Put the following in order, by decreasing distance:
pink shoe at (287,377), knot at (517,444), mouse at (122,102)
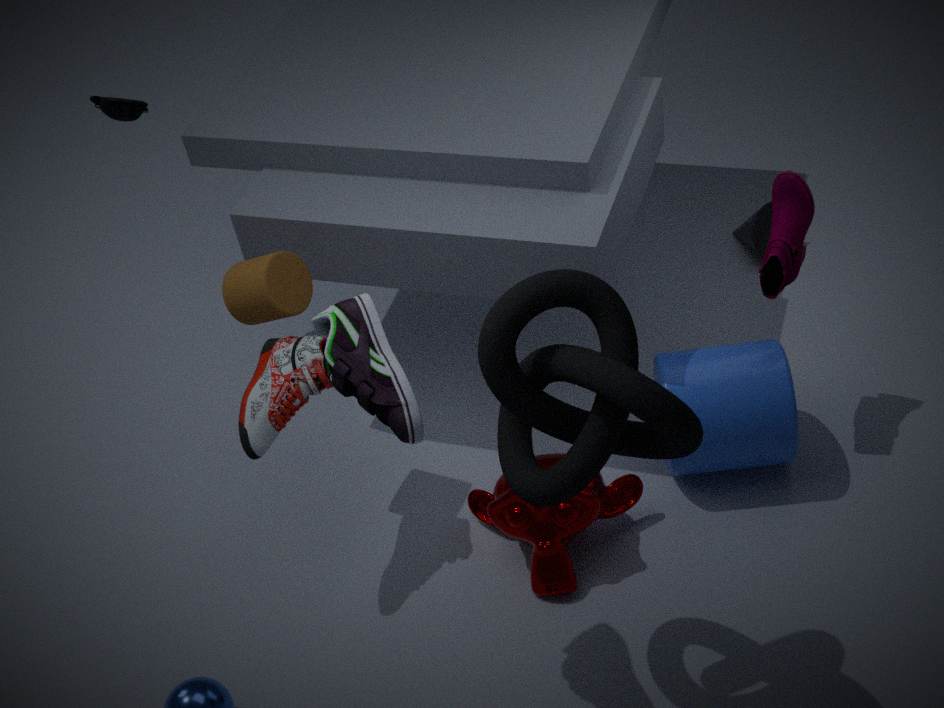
mouse at (122,102)
pink shoe at (287,377)
knot at (517,444)
